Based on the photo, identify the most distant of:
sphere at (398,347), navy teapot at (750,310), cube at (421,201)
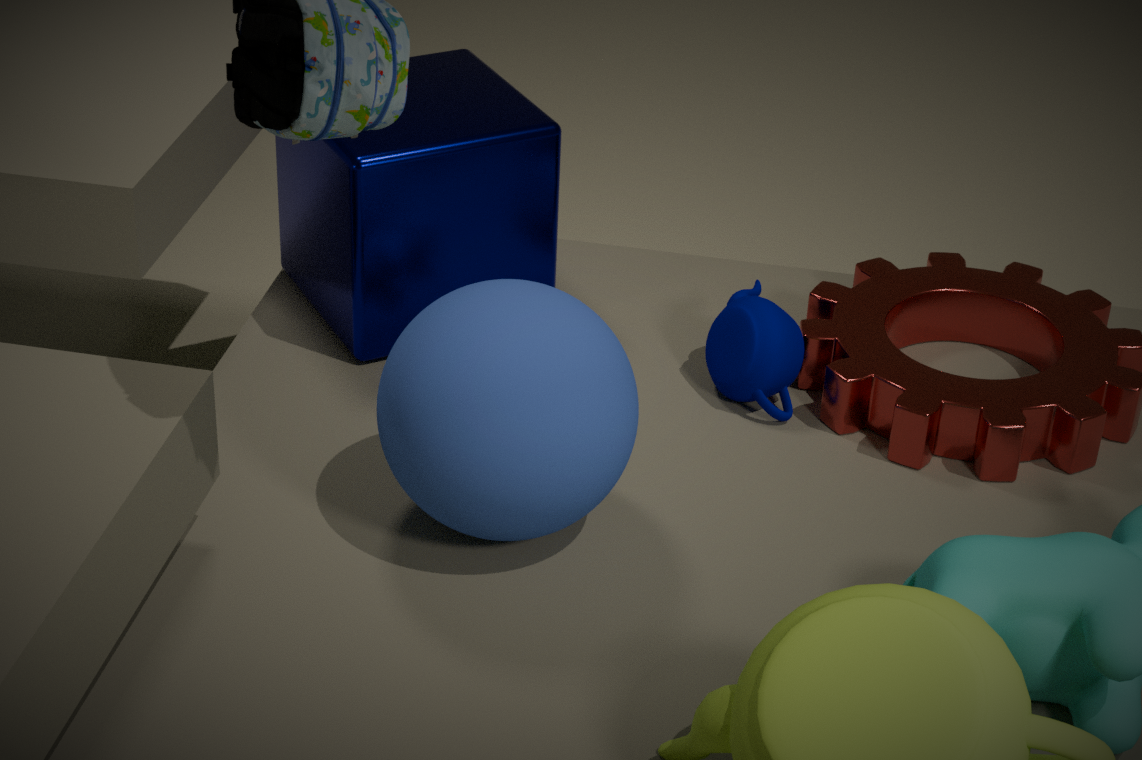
cube at (421,201)
